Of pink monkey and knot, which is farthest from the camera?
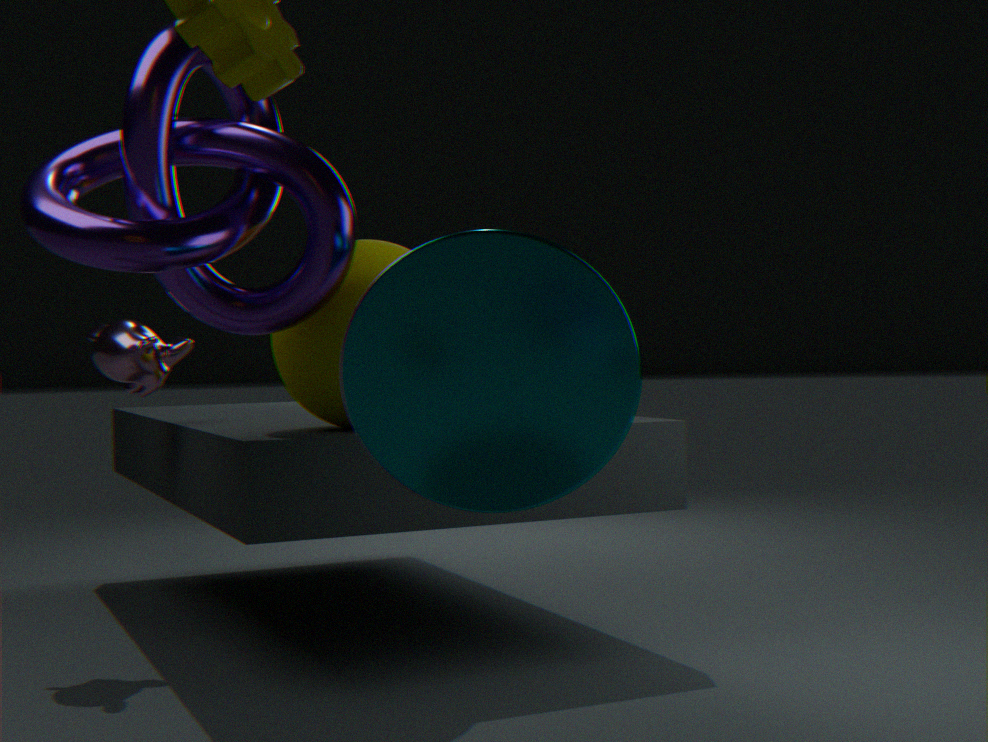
pink monkey
